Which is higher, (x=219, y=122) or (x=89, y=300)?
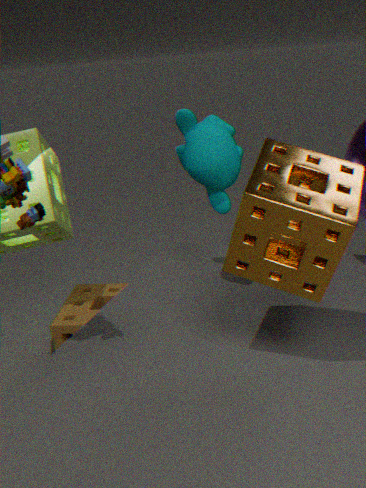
(x=219, y=122)
